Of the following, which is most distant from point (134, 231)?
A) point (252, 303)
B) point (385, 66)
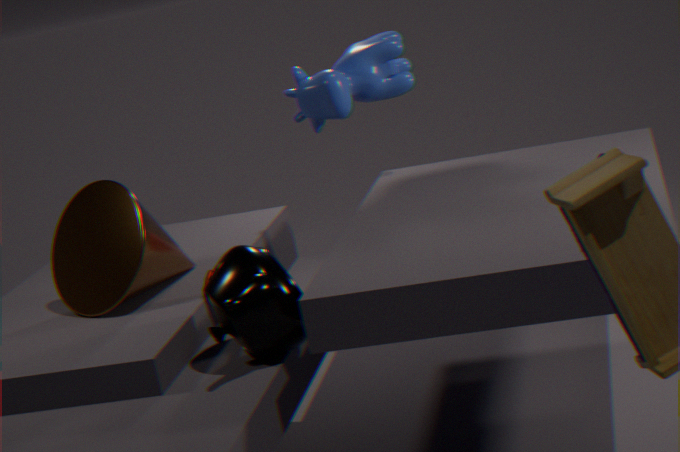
point (385, 66)
